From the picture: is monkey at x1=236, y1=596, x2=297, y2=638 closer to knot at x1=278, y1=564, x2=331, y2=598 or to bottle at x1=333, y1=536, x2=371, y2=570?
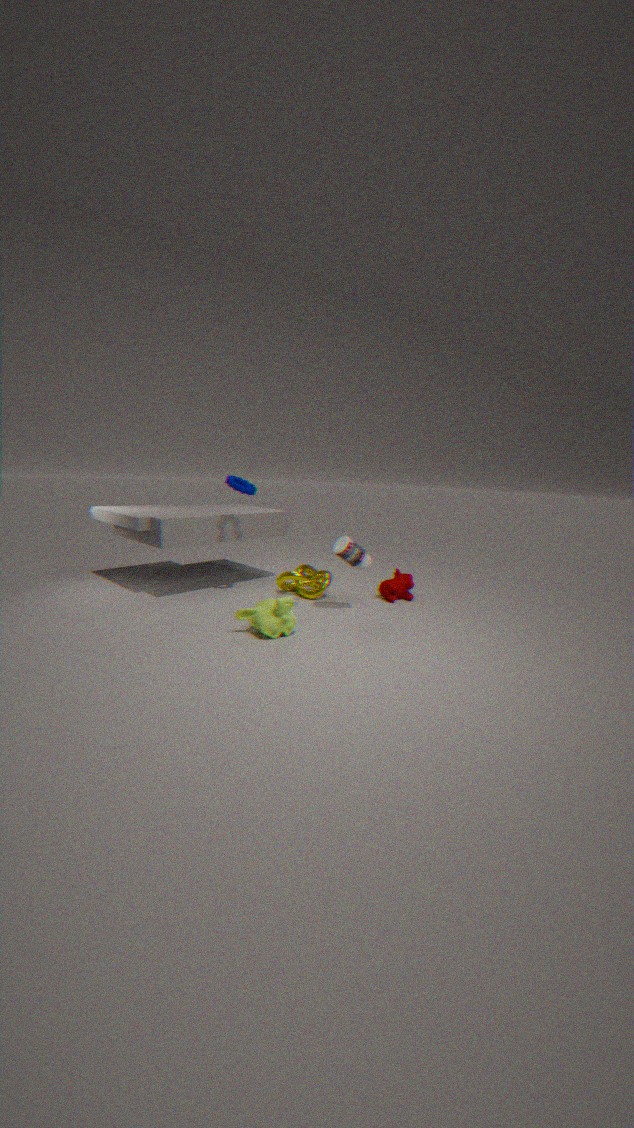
bottle at x1=333, y1=536, x2=371, y2=570
